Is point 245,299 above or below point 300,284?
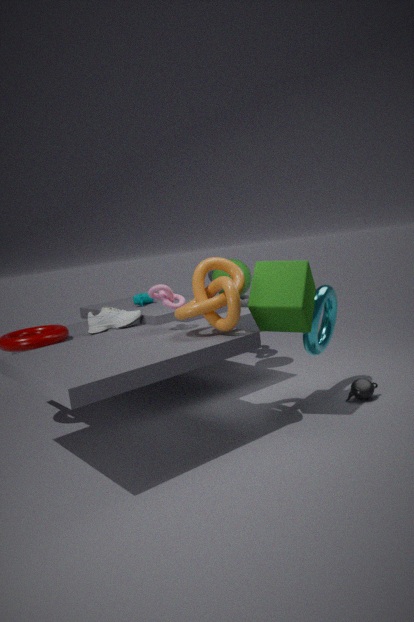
below
